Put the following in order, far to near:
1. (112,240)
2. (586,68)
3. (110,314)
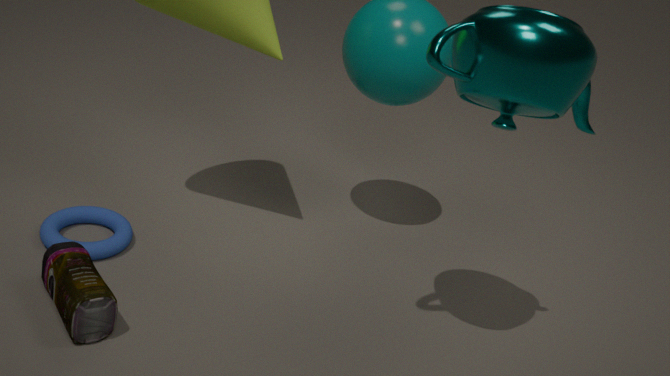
(112,240), (110,314), (586,68)
